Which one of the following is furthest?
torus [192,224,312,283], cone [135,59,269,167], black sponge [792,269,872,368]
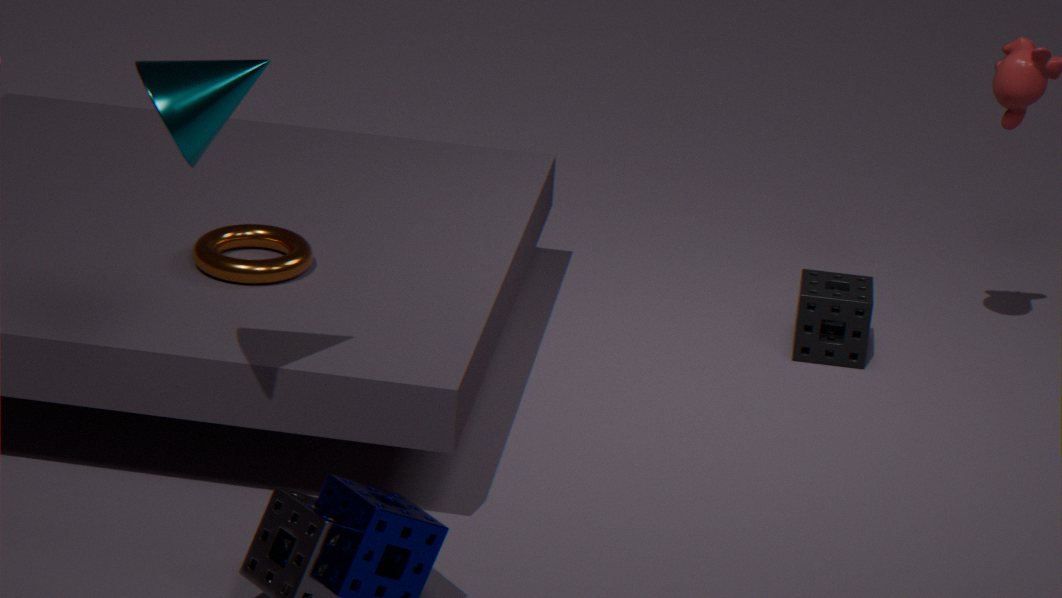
black sponge [792,269,872,368]
